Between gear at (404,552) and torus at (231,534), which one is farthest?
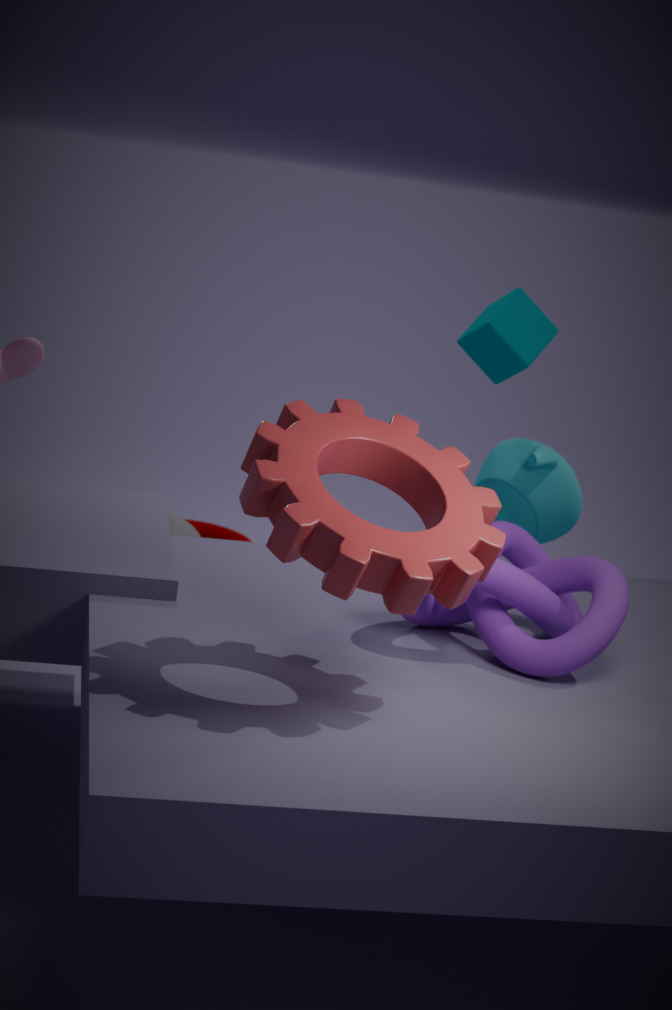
torus at (231,534)
